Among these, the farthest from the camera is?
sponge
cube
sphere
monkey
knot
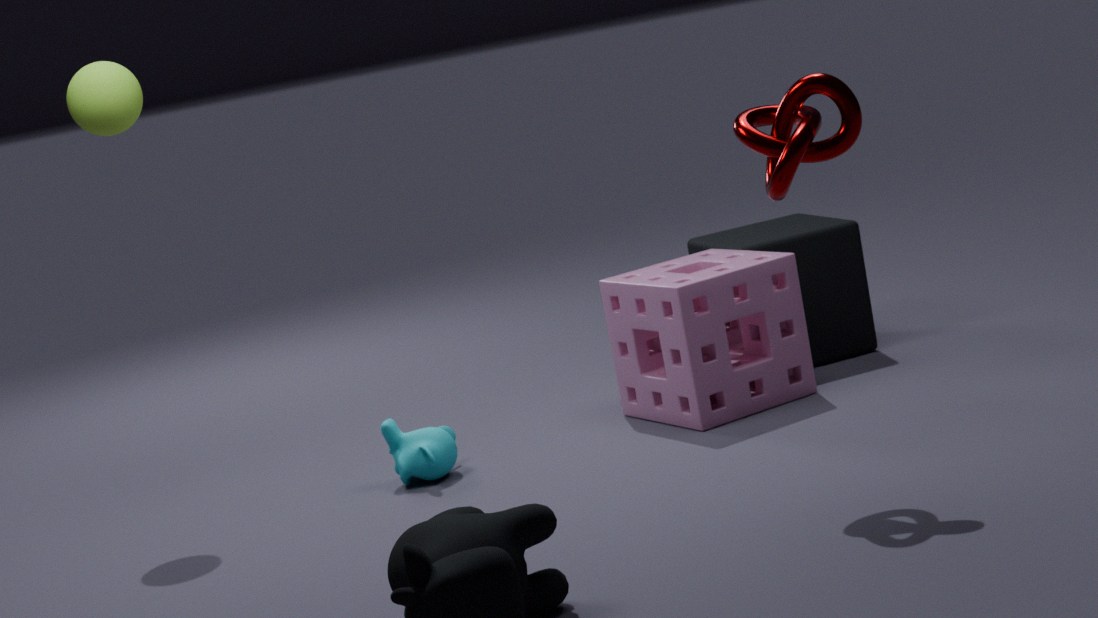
cube
